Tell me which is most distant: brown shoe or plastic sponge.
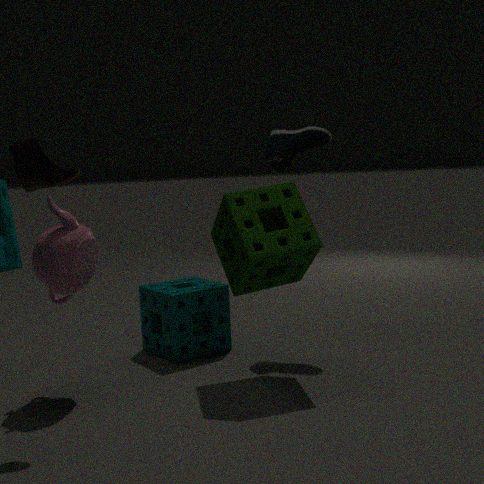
plastic sponge
